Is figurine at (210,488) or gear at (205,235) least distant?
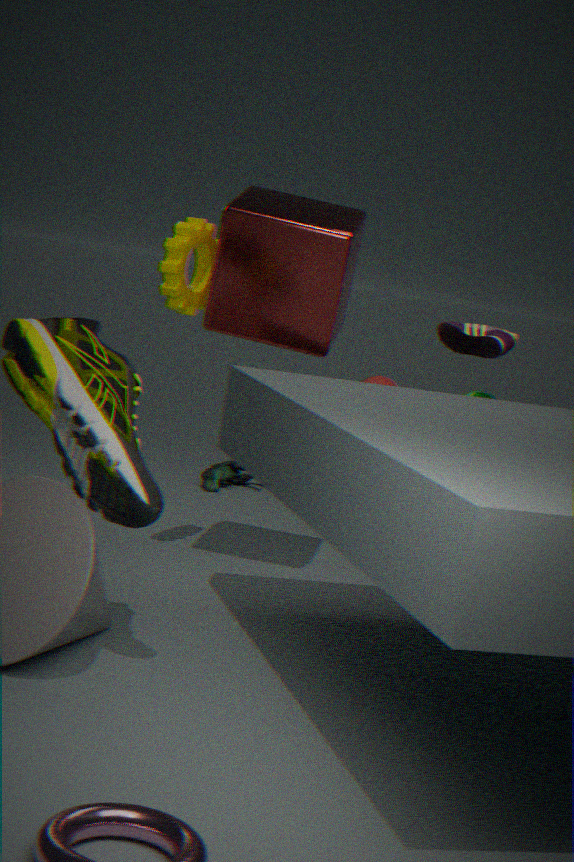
gear at (205,235)
